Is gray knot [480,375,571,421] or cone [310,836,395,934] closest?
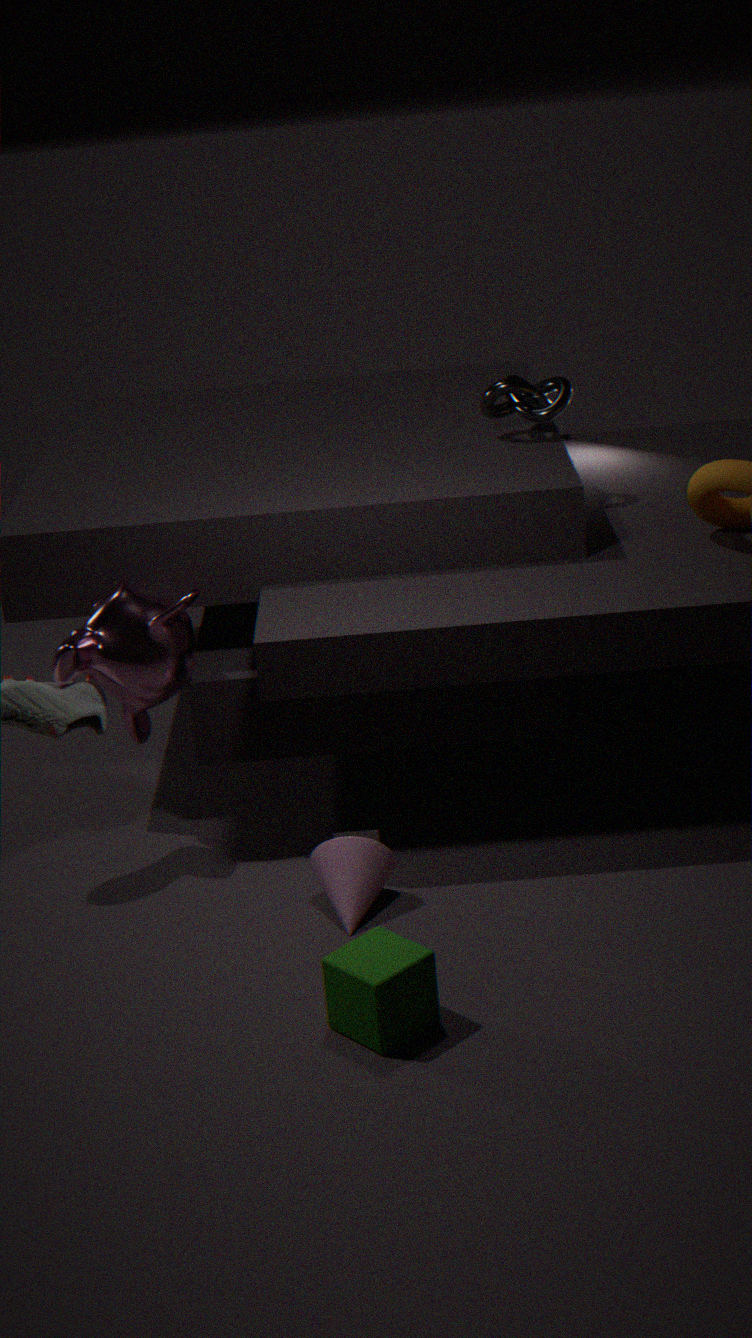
cone [310,836,395,934]
